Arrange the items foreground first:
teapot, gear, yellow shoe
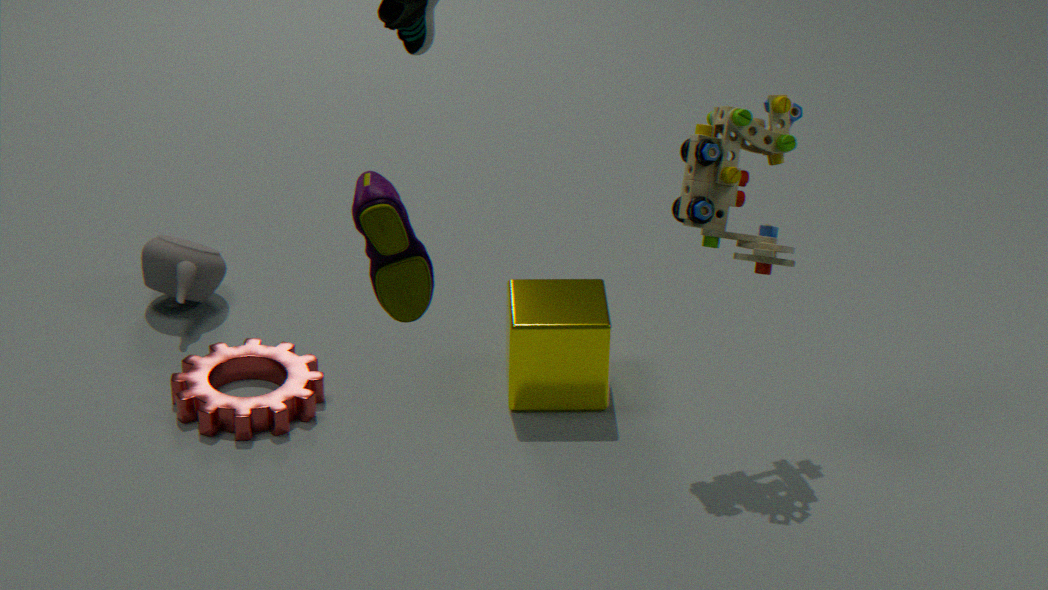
yellow shoe
gear
teapot
